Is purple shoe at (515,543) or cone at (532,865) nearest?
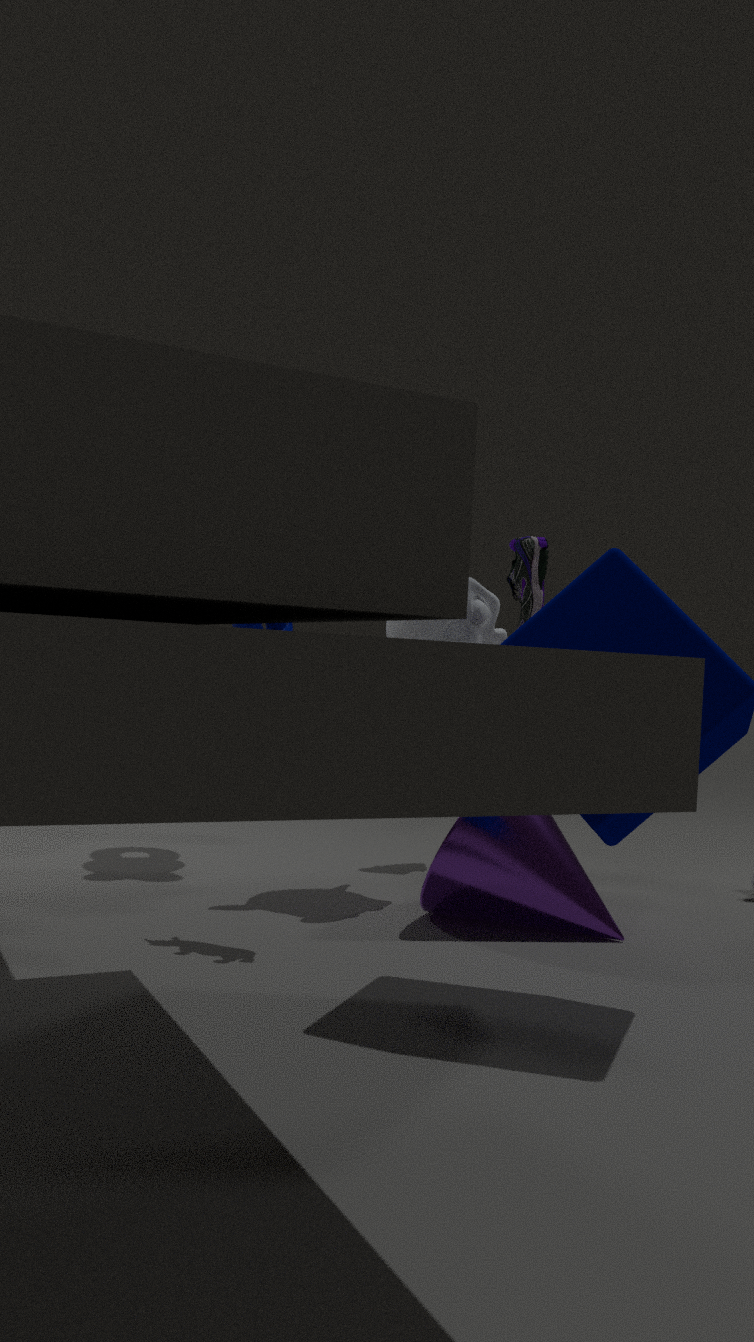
cone at (532,865)
